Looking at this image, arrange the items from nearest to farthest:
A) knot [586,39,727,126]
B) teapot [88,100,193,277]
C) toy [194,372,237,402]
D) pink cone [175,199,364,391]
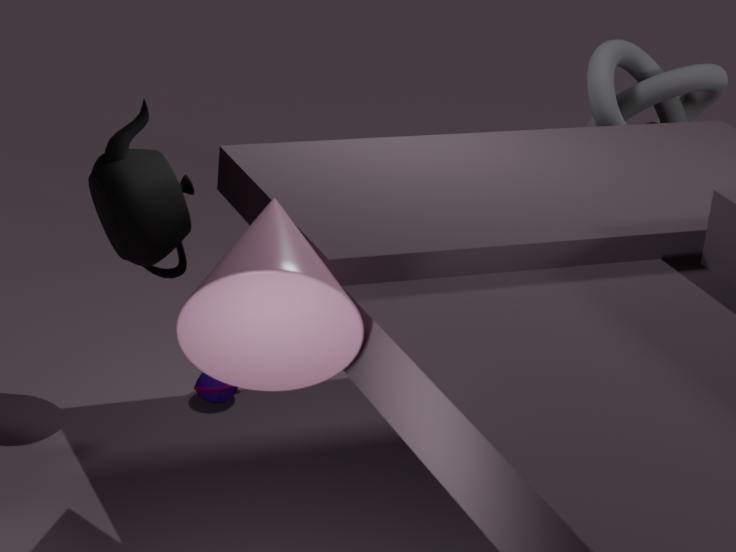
pink cone [175,199,364,391]
teapot [88,100,193,277]
toy [194,372,237,402]
knot [586,39,727,126]
